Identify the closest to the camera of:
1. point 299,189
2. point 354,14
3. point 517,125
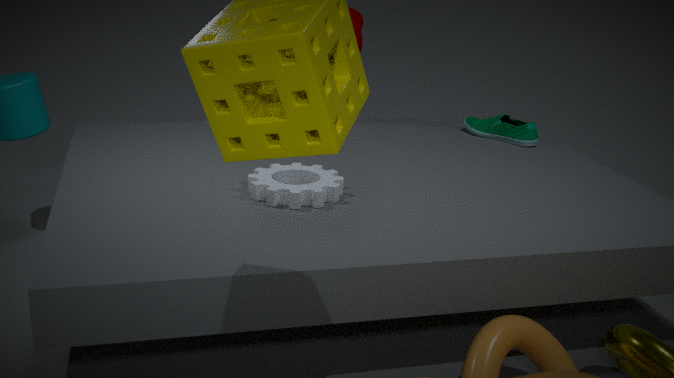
point 299,189
